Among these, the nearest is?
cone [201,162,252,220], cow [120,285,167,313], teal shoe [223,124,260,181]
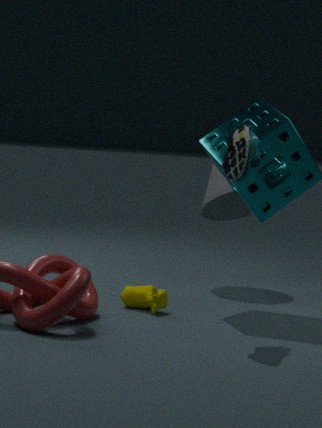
teal shoe [223,124,260,181]
